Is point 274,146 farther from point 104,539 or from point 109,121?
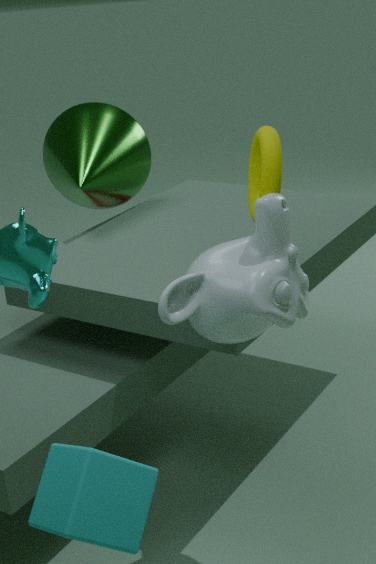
point 109,121
